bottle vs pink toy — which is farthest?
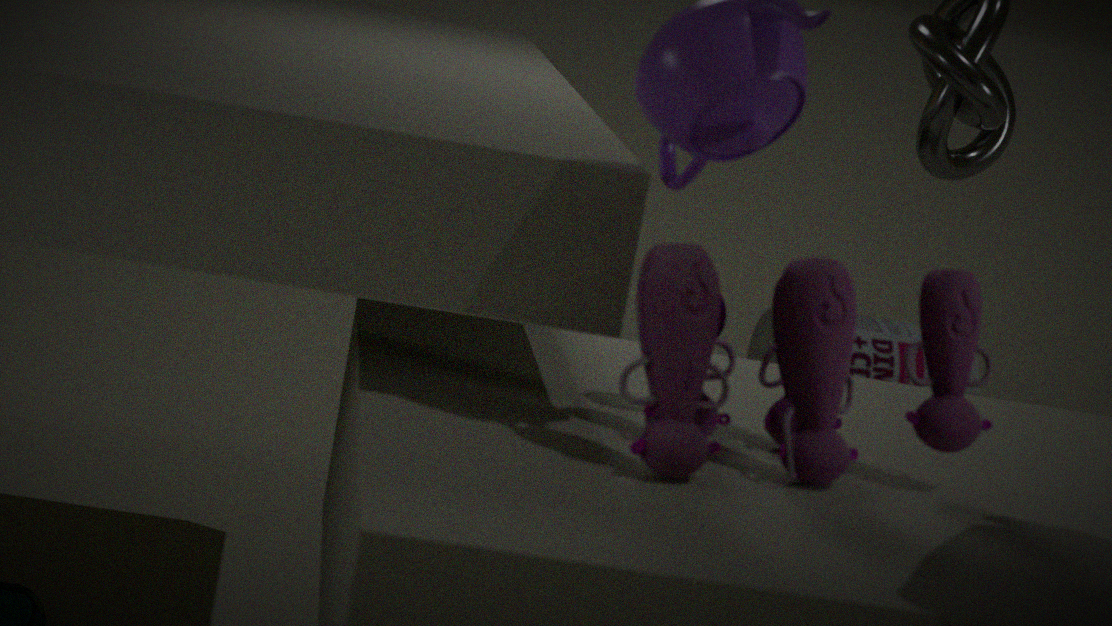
bottle
